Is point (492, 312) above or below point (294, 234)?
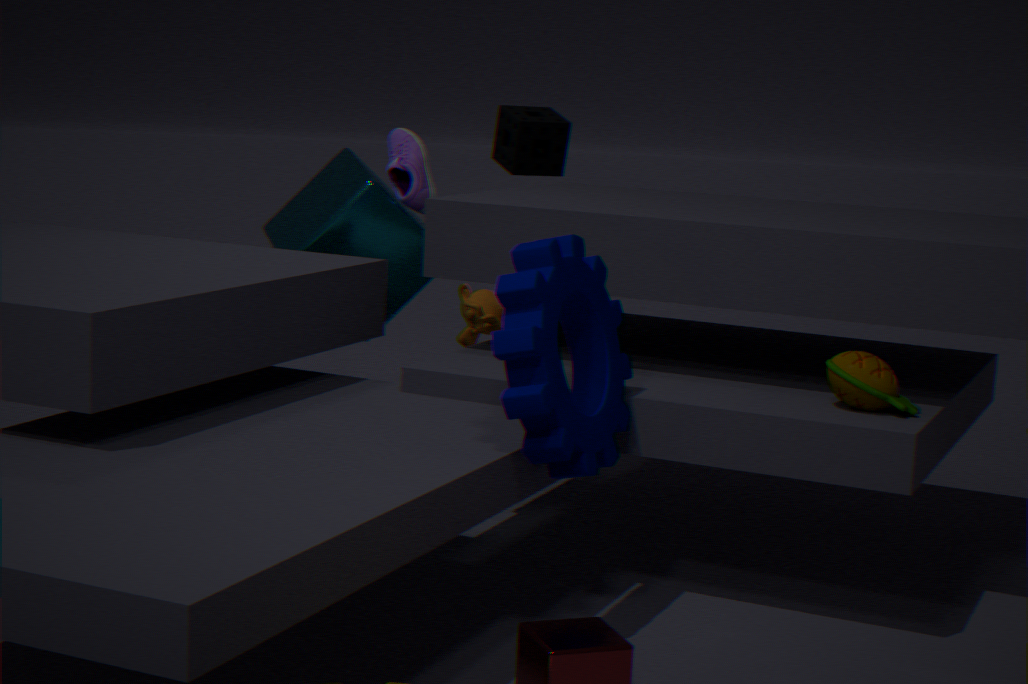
below
